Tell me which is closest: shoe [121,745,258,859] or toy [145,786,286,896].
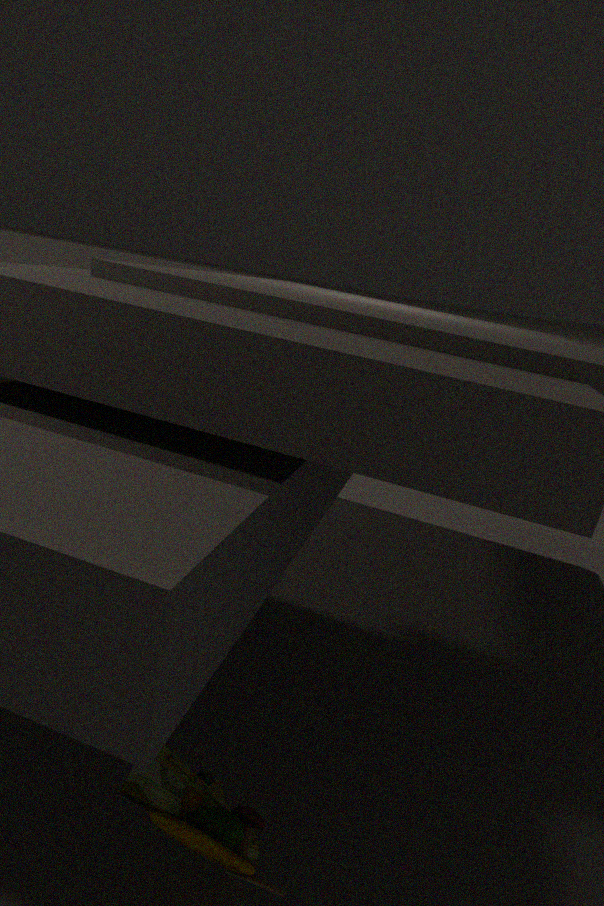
toy [145,786,286,896]
